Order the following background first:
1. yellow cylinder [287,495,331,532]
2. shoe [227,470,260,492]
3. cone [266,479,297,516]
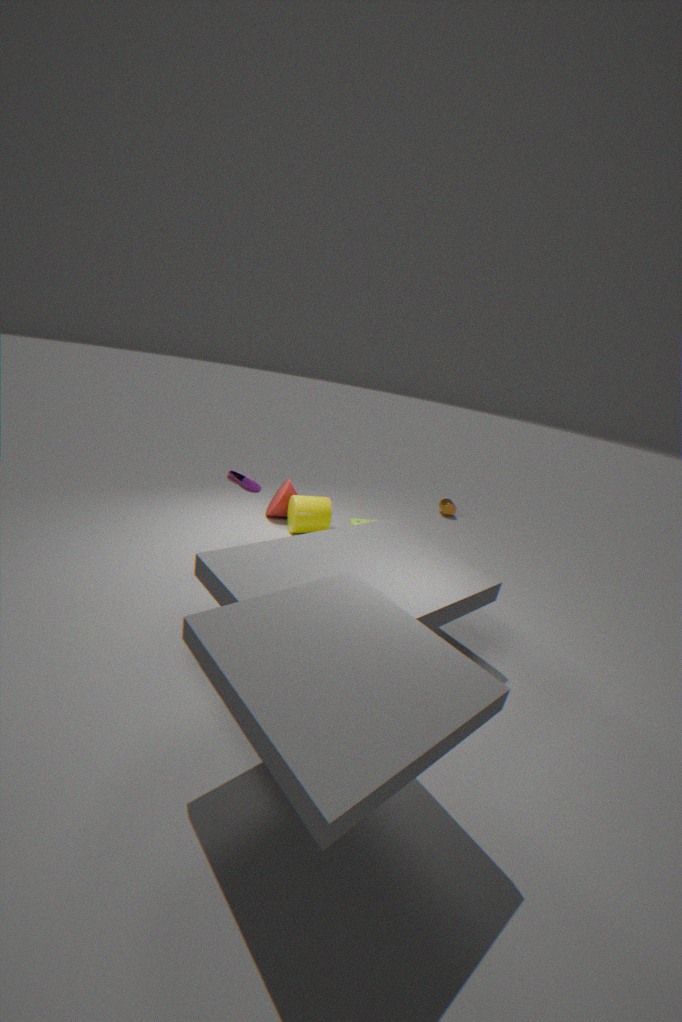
cone [266,479,297,516], yellow cylinder [287,495,331,532], shoe [227,470,260,492]
